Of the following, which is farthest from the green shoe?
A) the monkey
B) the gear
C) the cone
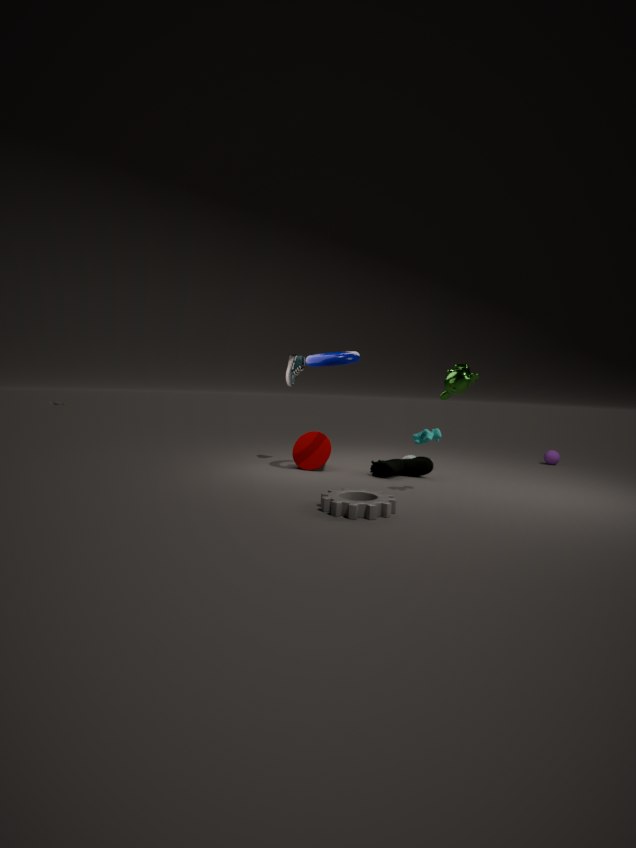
the gear
